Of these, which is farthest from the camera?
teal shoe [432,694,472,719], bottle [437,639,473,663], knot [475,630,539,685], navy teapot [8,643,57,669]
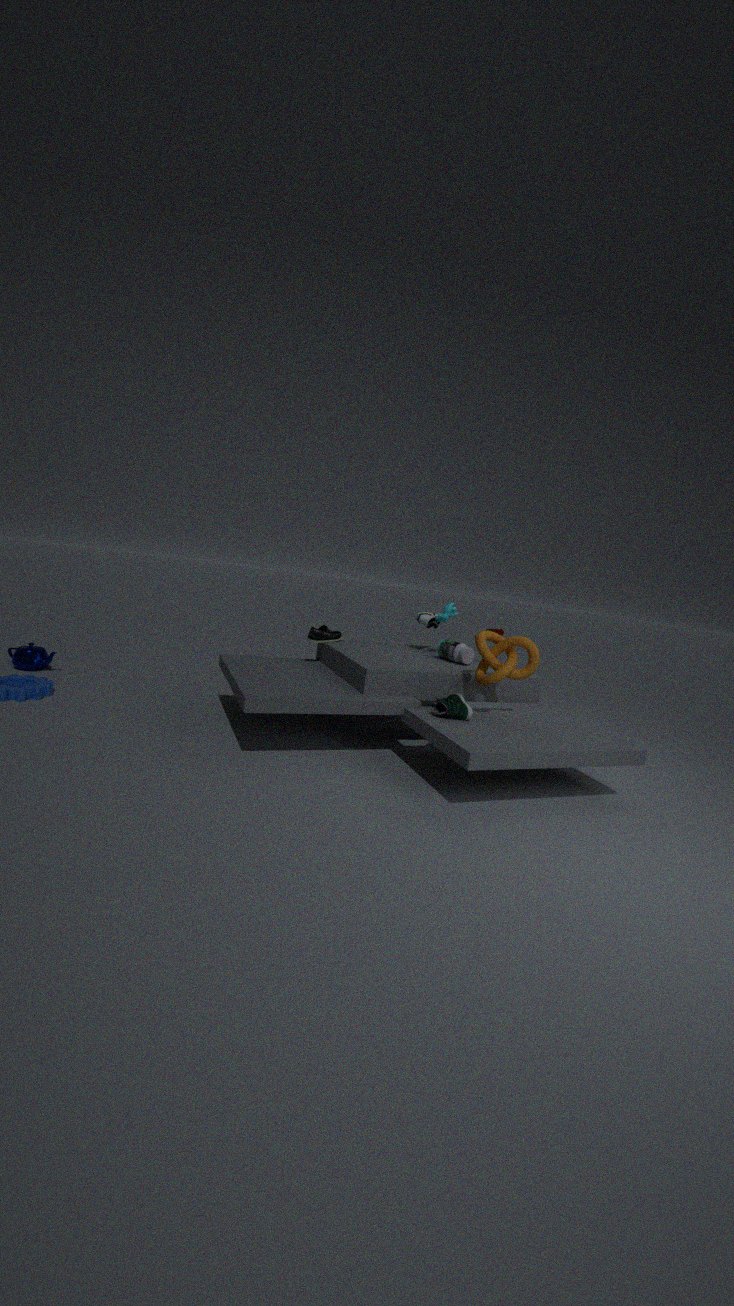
navy teapot [8,643,57,669]
